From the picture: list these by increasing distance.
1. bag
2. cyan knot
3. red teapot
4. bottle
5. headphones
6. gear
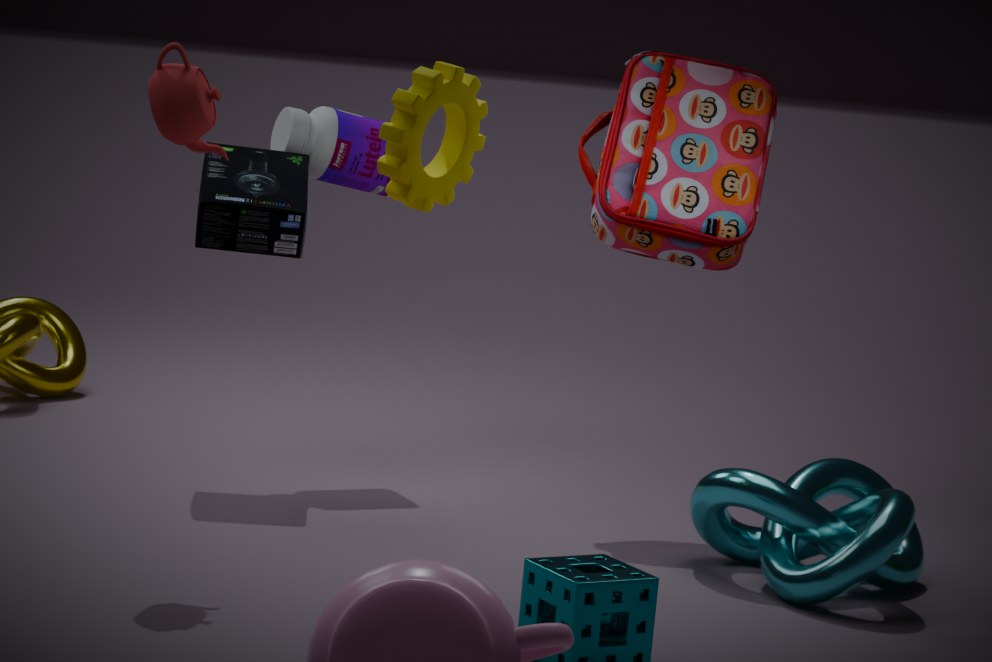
gear → red teapot → cyan knot → bag → headphones → bottle
